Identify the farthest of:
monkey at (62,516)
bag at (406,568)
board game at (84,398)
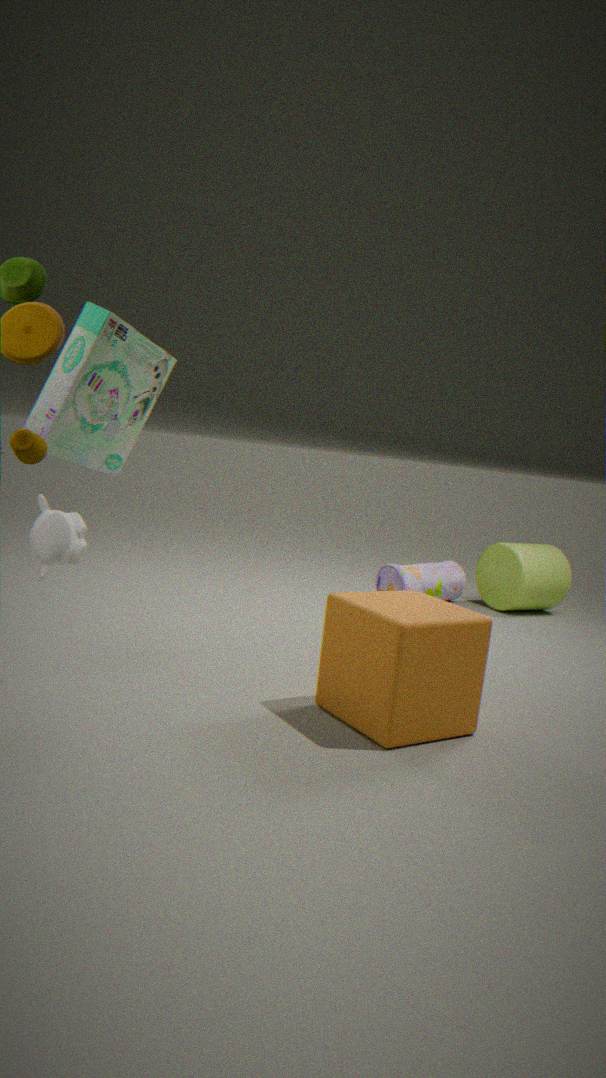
bag at (406,568)
